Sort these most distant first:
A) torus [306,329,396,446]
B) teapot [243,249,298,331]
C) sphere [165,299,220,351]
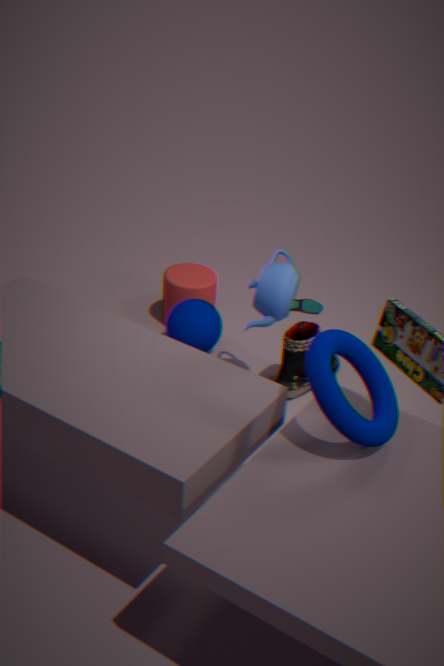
sphere [165,299,220,351]
teapot [243,249,298,331]
torus [306,329,396,446]
